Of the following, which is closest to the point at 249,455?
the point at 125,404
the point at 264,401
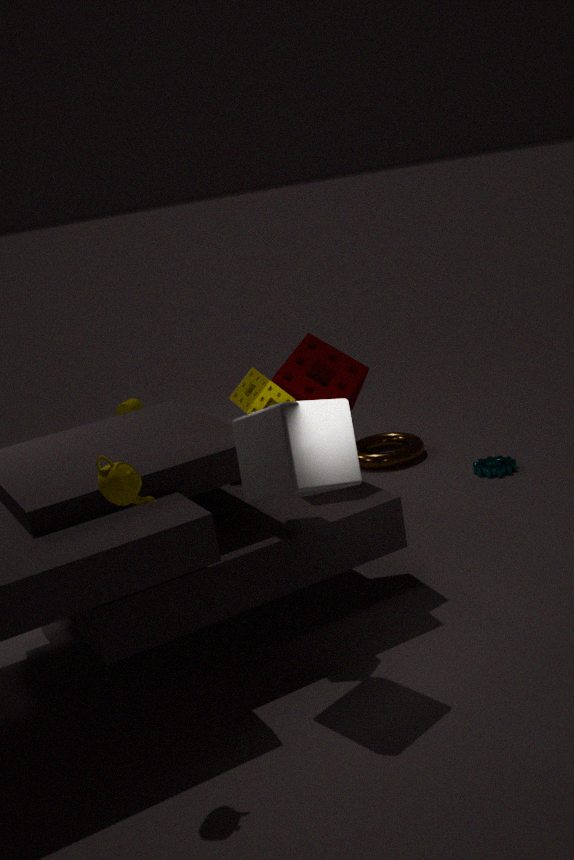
the point at 264,401
